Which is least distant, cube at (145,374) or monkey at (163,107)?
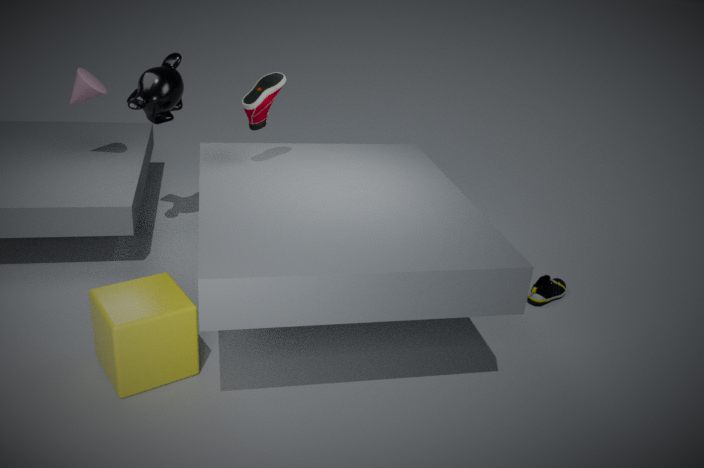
cube at (145,374)
